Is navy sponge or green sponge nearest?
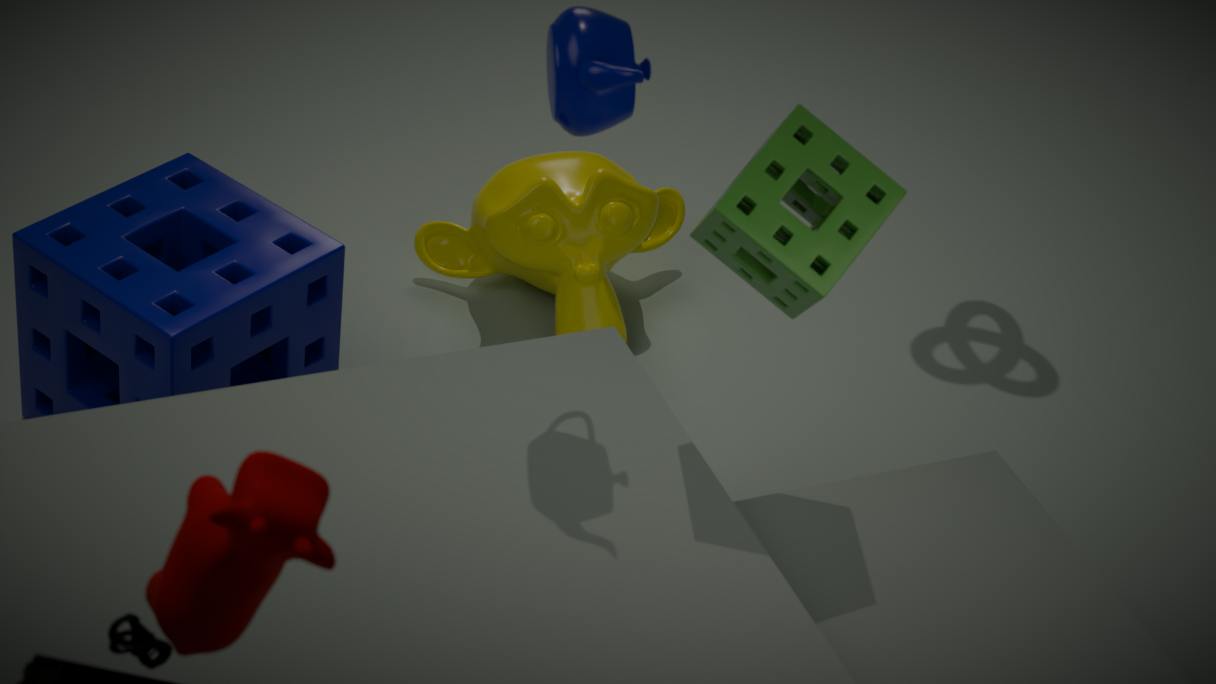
green sponge
